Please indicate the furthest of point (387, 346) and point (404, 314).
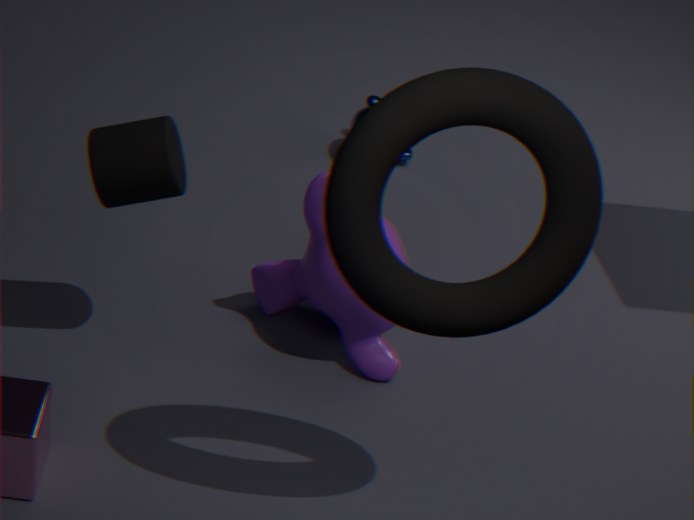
point (387, 346)
